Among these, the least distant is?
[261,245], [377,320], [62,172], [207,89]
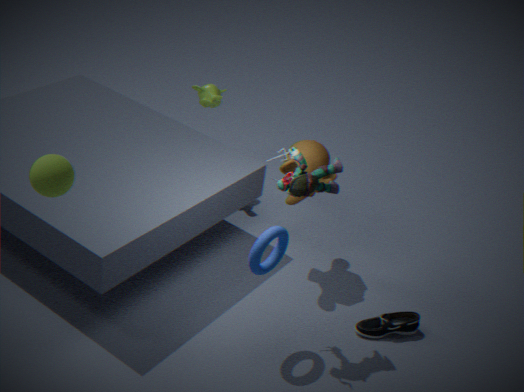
[62,172]
